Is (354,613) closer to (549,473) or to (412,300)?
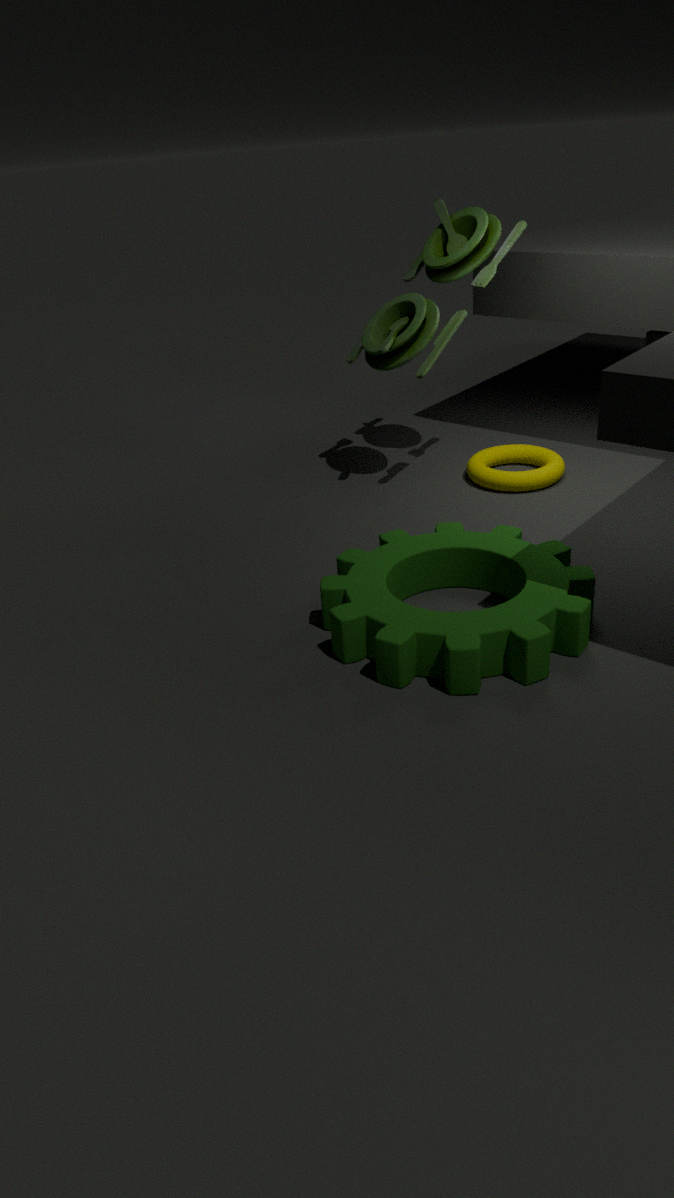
(549,473)
